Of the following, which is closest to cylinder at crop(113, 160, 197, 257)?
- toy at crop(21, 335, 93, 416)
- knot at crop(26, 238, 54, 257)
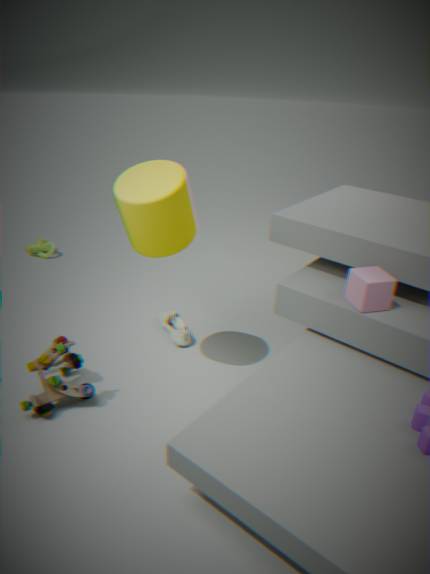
toy at crop(21, 335, 93, 416)
